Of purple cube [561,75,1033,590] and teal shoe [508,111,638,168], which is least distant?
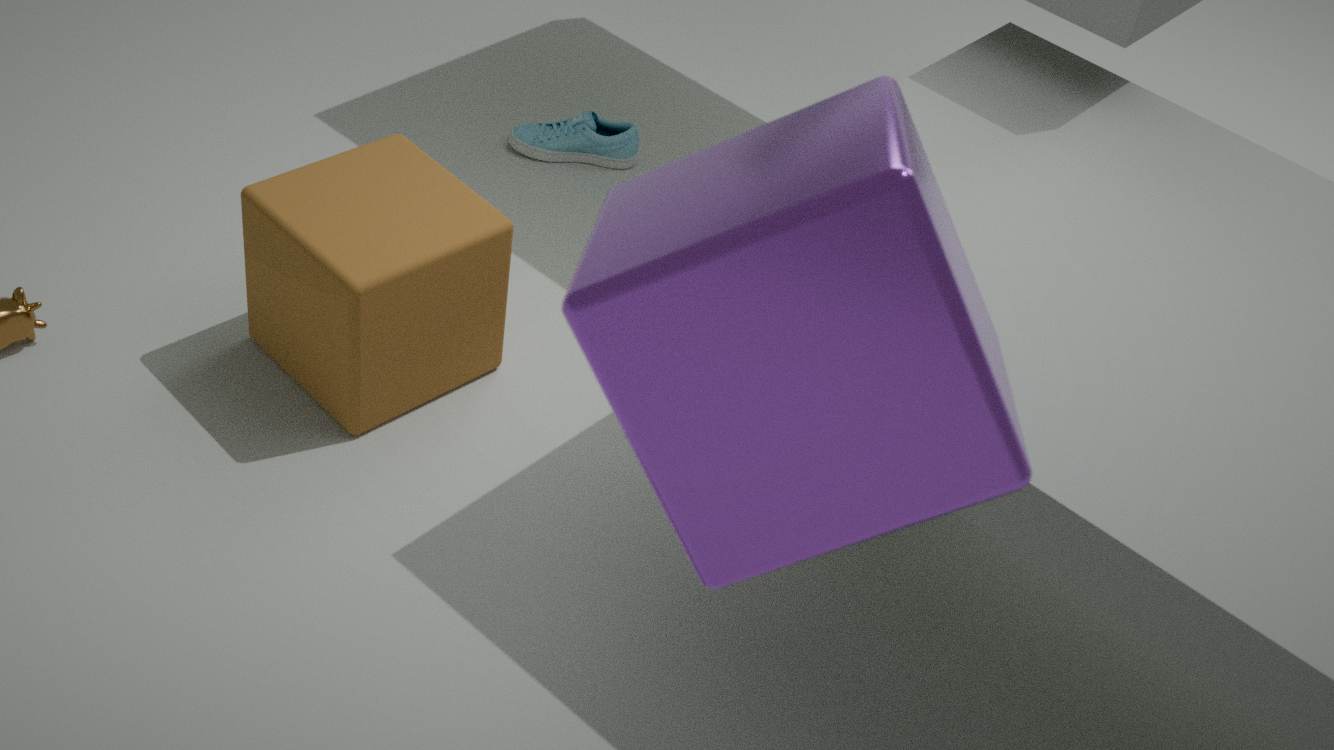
purple cube [561,75,1033,590]
